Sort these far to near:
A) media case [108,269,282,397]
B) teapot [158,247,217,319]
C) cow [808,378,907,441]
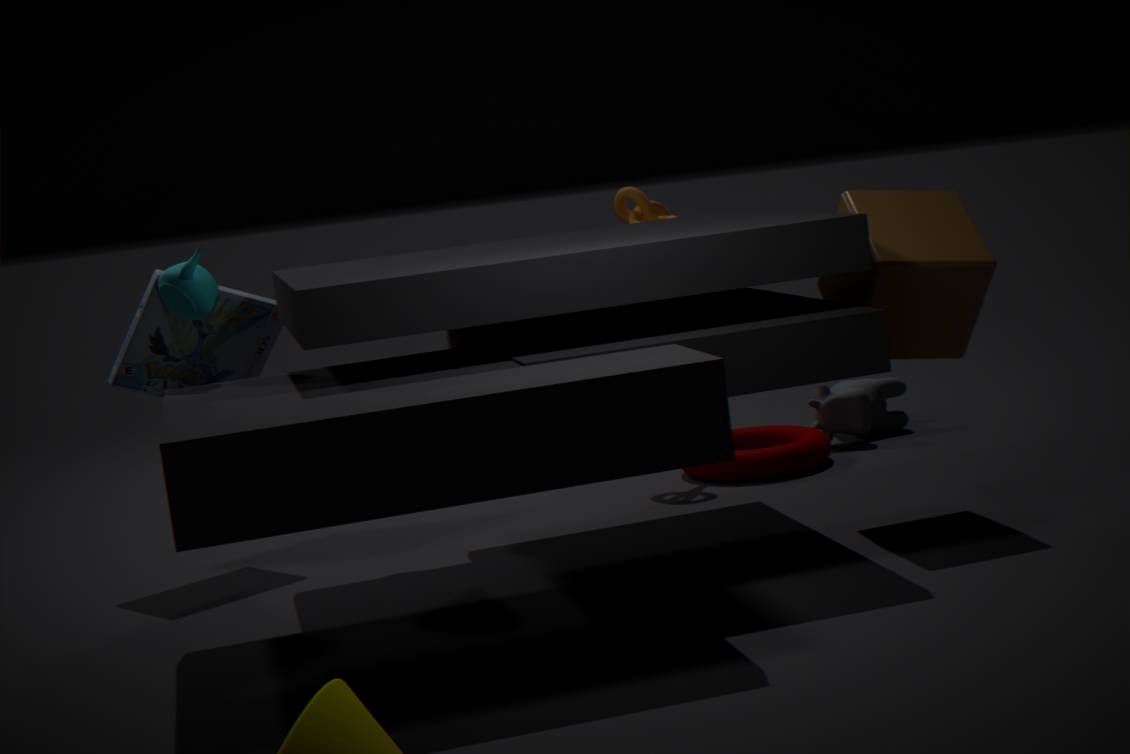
cow [808,378,907,441], media case [108,269,282,397], teapot [158,247,217,319]
